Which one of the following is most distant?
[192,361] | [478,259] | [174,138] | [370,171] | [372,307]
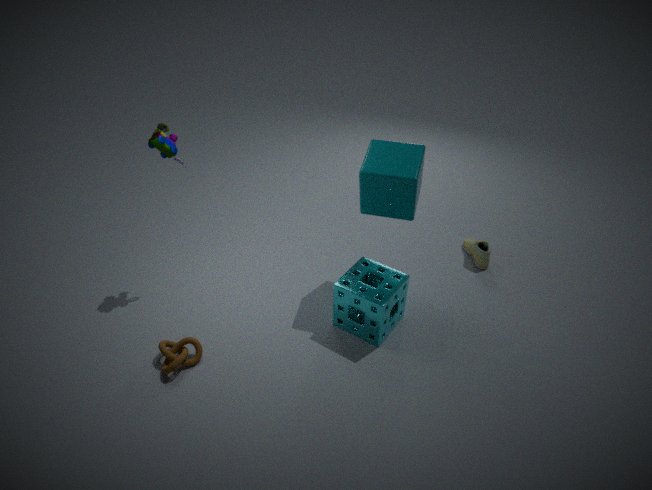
[478,259]
